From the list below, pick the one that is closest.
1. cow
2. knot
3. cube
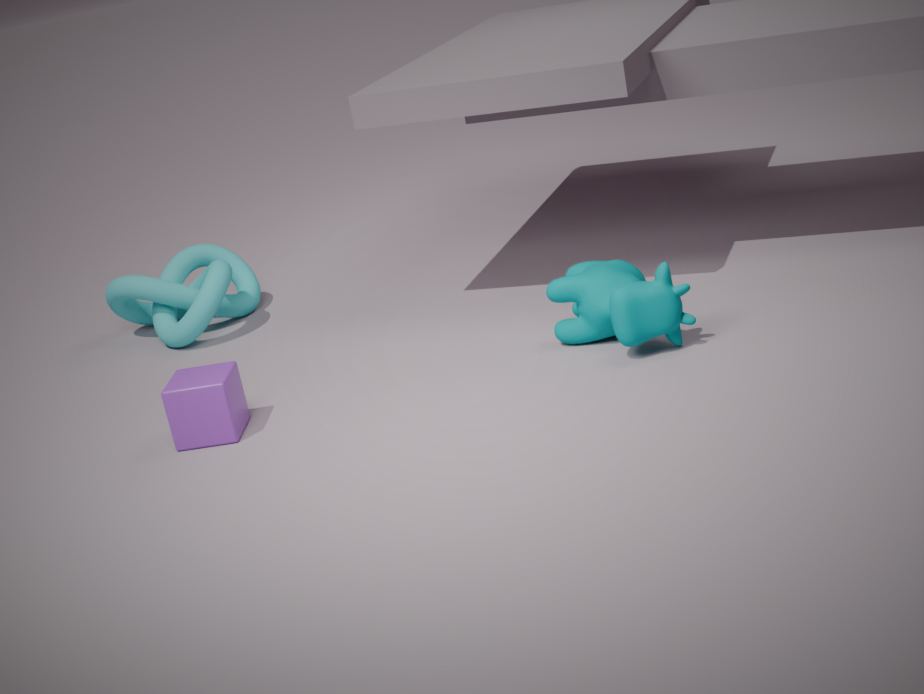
cube
